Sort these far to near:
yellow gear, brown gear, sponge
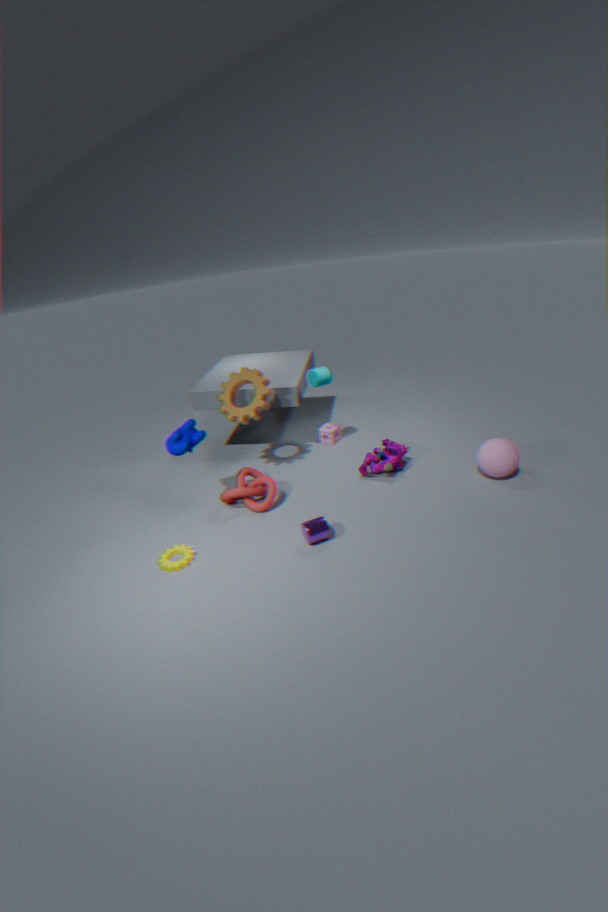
1. sponge
2. brown gear
3. yellow gear
